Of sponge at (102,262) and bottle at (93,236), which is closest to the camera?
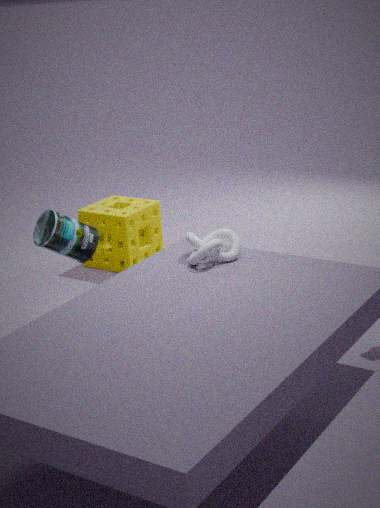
bottle at (93,236)
